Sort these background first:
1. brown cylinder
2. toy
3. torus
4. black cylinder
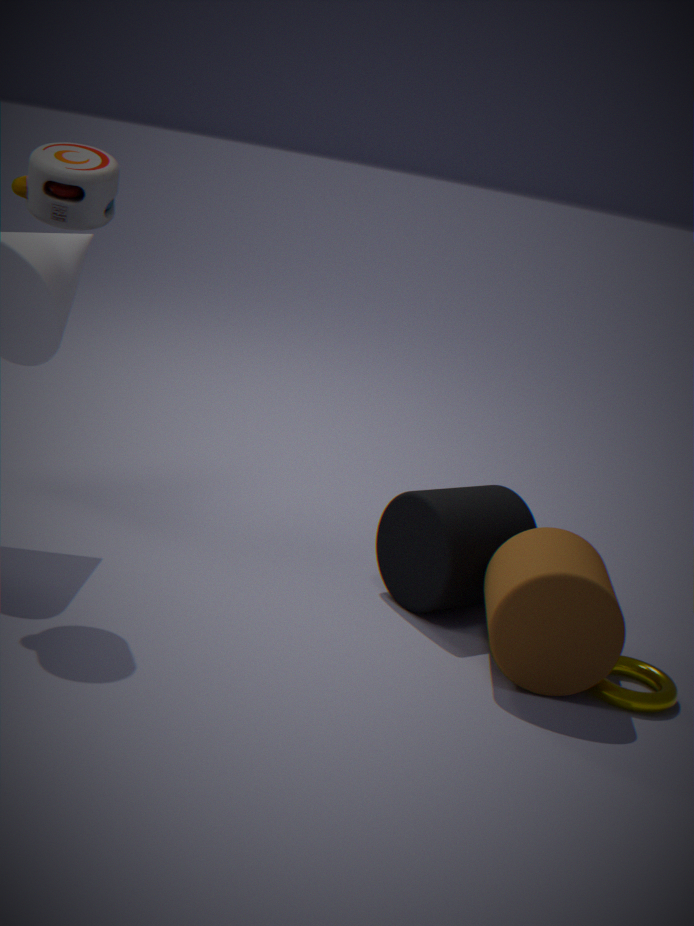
black cylinder < torus < brown cylinder < toy
